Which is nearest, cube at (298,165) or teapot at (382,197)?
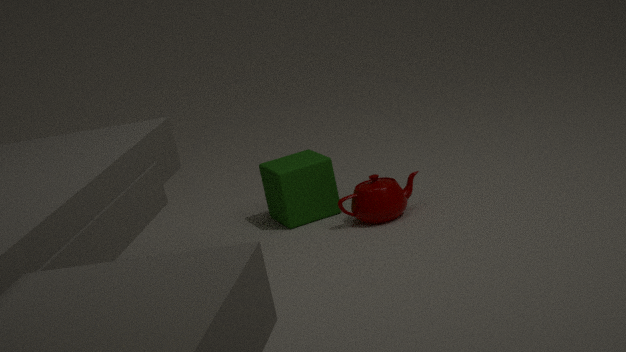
teapot at (382,197)
